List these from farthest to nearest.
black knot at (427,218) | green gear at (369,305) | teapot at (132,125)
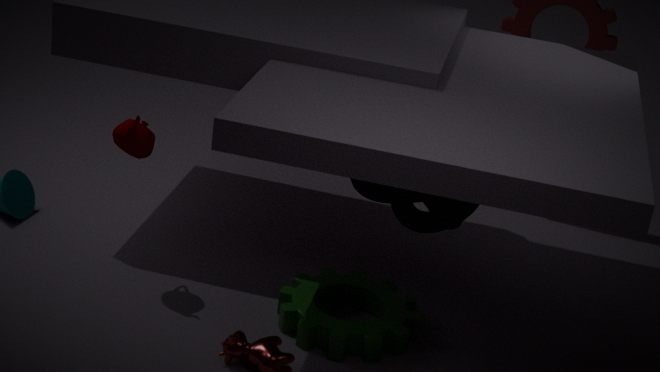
1. teapot at (132,125)
2. black knot at (427,218)
3. green gear at (369,305)
